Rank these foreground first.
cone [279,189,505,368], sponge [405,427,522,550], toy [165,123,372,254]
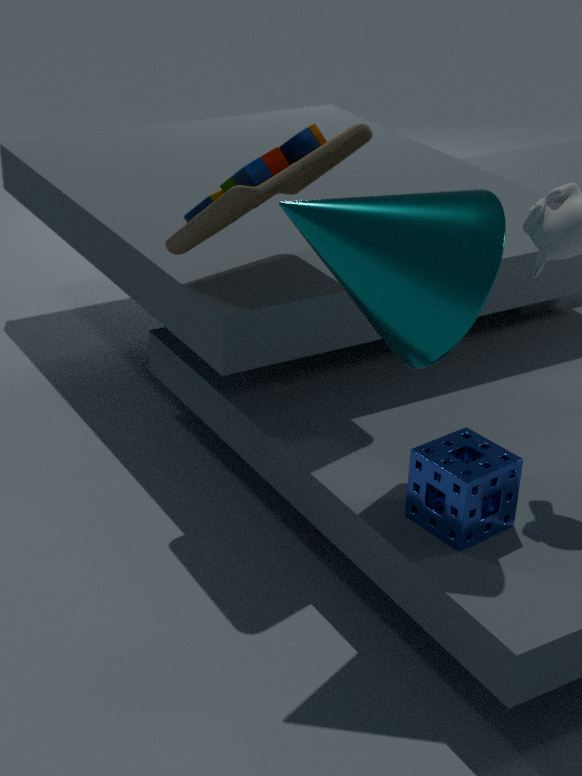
cone [279,189,505,368]
sponge [405,427,522,550]
toy [165,123,372,254]
